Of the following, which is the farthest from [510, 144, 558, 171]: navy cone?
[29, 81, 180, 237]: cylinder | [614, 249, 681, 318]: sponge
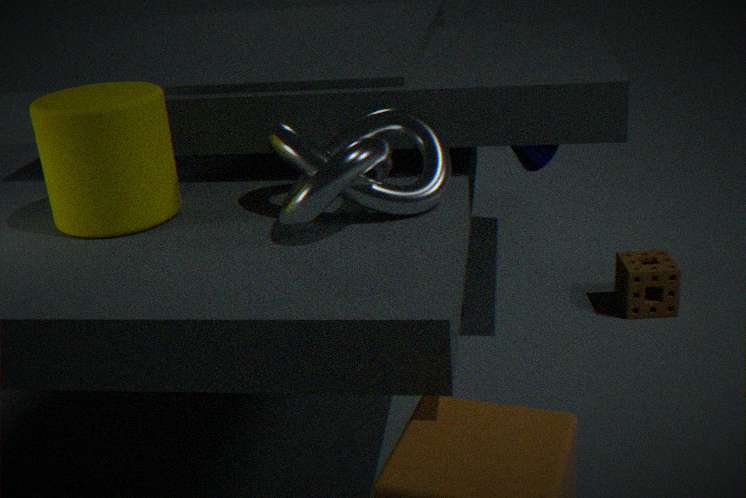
[29, 81, 180, 237]: cylinder
